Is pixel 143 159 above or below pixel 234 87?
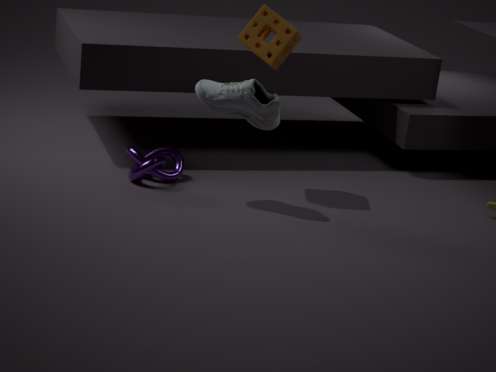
below
